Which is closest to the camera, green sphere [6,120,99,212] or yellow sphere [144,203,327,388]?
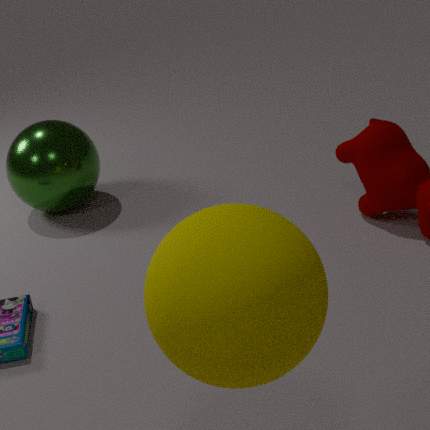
yellow sphere [144,203,327,388]
